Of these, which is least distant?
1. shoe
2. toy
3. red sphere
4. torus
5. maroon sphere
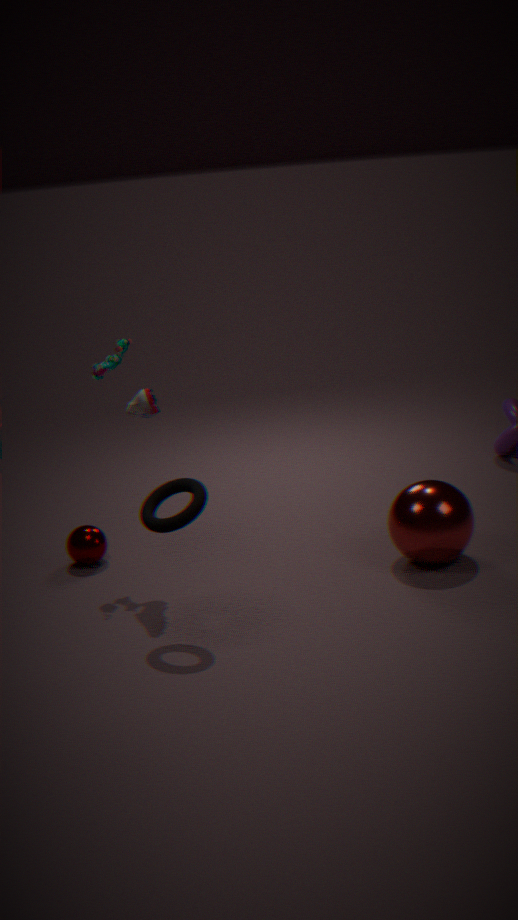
torus
